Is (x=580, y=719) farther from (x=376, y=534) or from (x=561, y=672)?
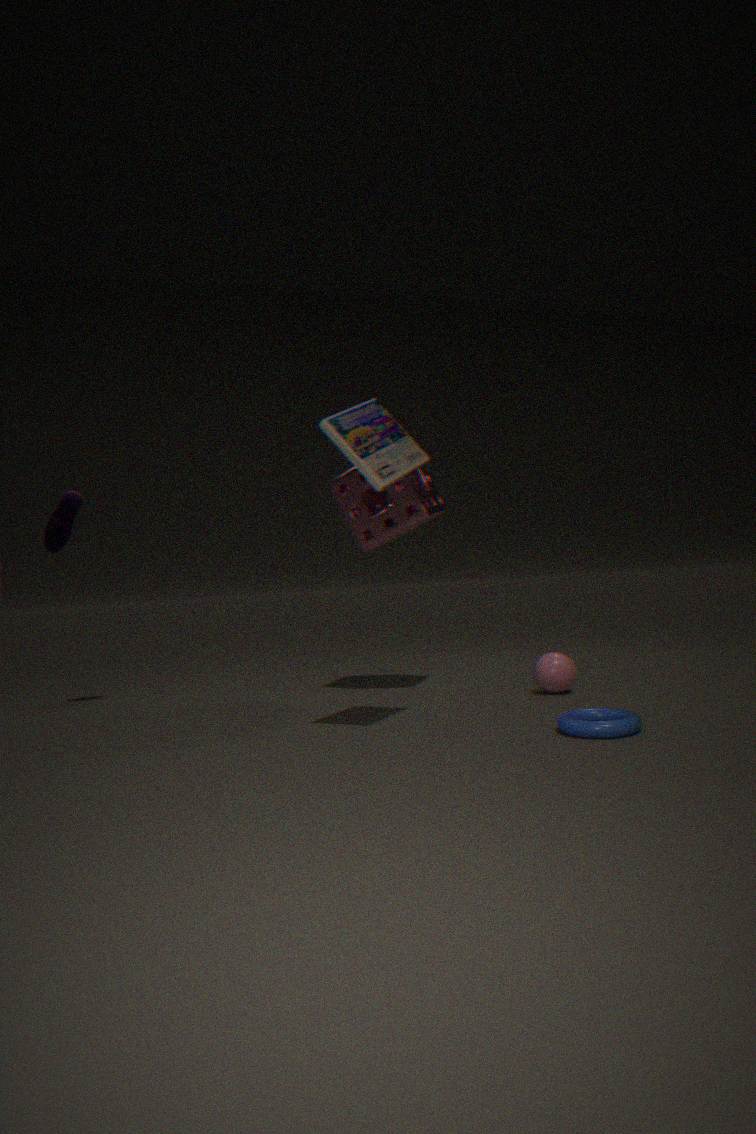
(x=376, y=534)
